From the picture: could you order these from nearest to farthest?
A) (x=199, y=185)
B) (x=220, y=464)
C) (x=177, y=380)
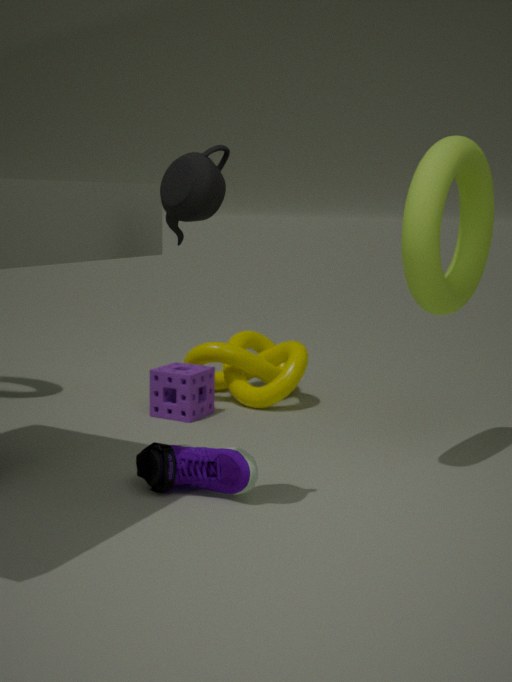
(x=199, y=185) → (x=220, y=464) → (x=177, y=380)
